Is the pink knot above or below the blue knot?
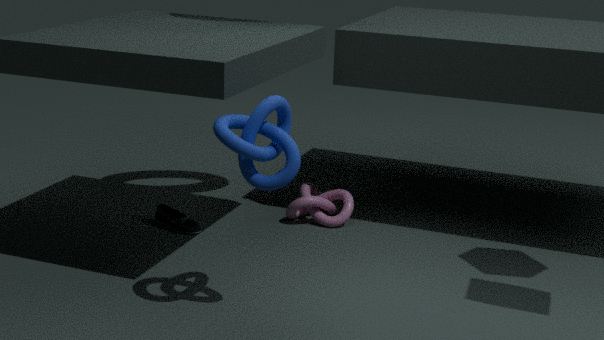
below
